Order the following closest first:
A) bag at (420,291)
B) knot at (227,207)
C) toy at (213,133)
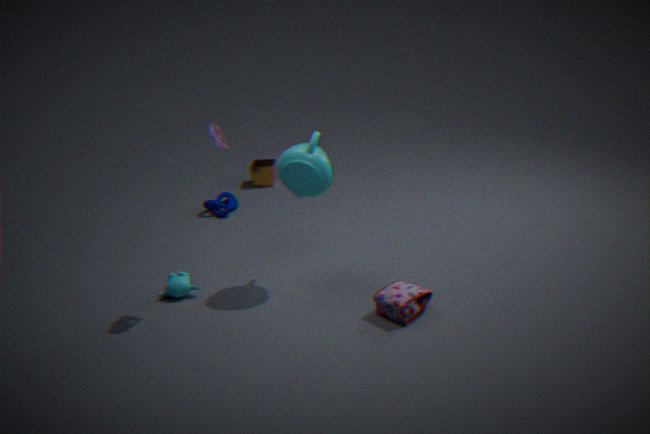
toy at (213,133)
bag at (420,291)
knot at (227,207)
